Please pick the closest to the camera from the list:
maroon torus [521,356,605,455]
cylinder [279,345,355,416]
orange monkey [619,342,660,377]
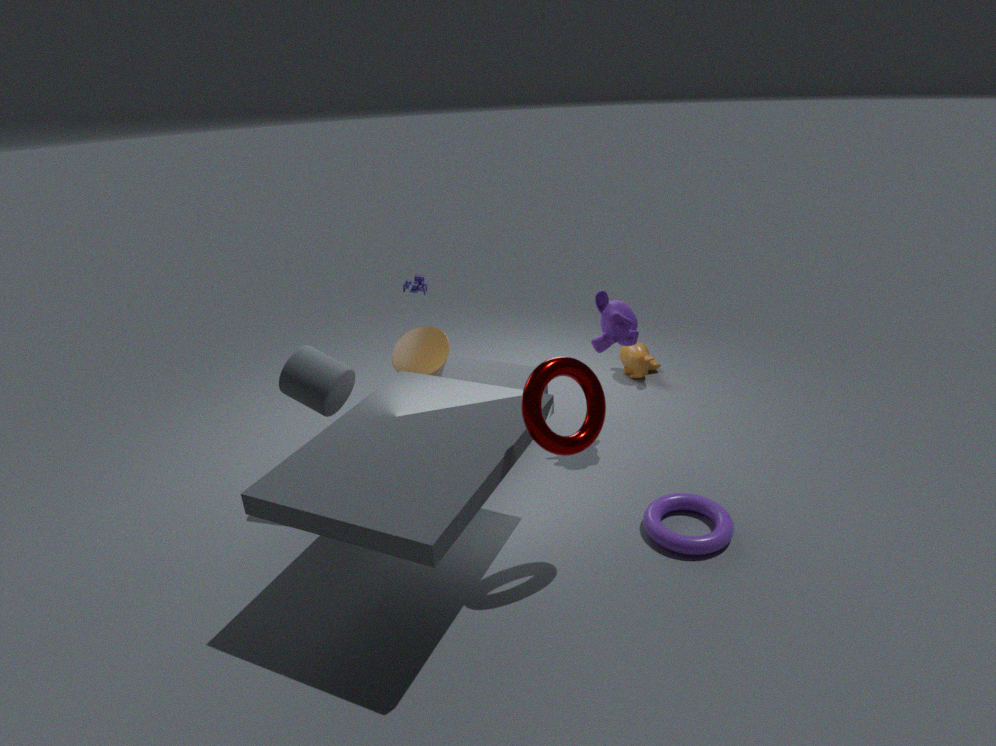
maroon torus [521,356,605,455]
